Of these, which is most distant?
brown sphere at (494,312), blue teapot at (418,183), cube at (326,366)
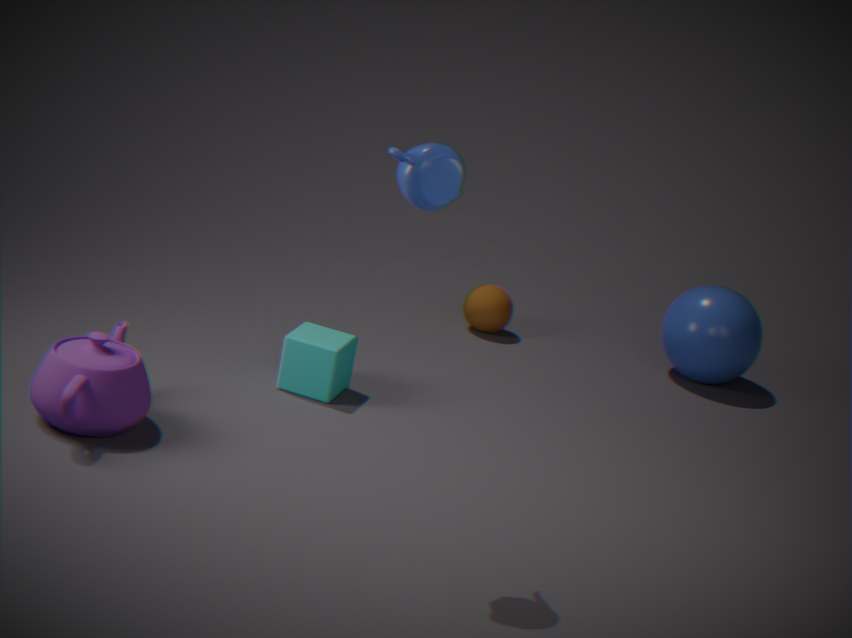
brown sphere at (494,312)
